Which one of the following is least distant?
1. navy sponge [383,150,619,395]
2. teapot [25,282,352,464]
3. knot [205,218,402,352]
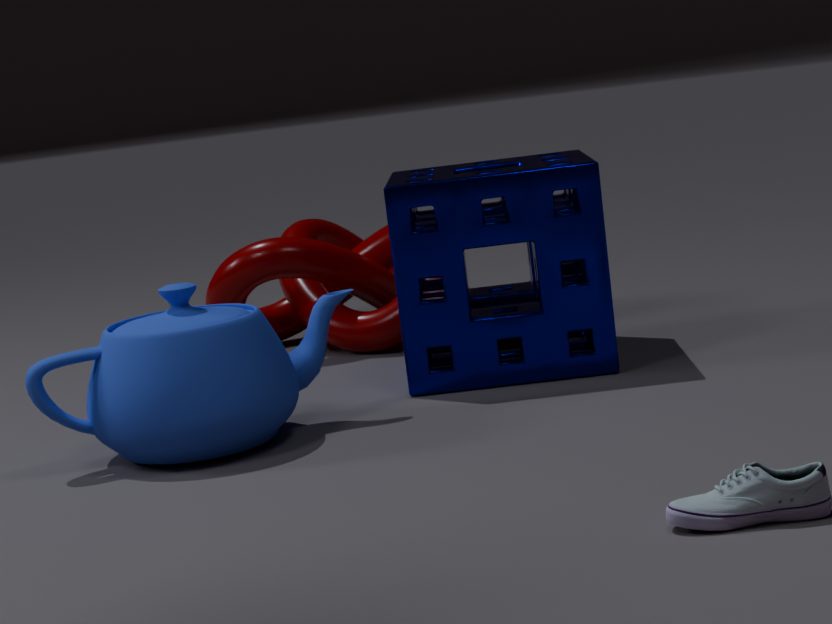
teapot [25,282,352,464]
